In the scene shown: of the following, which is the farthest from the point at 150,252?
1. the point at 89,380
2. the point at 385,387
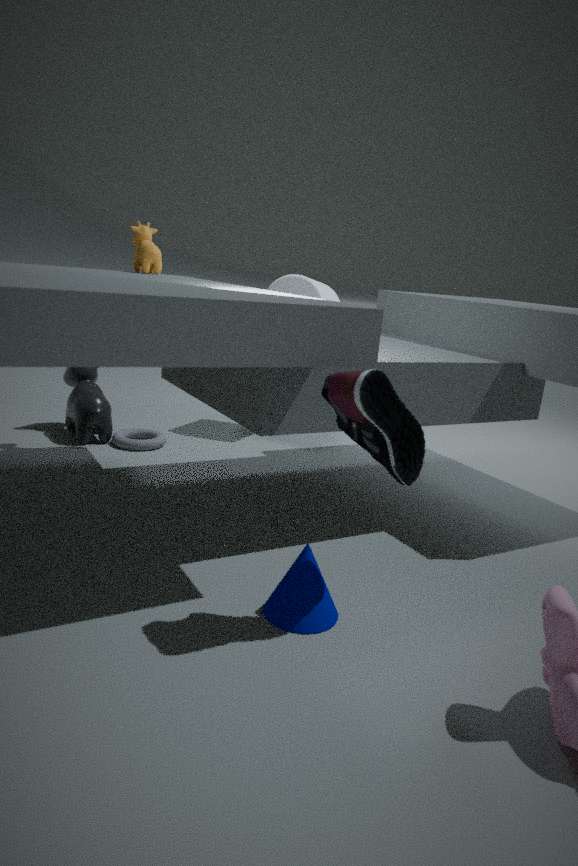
the point at 385,387
